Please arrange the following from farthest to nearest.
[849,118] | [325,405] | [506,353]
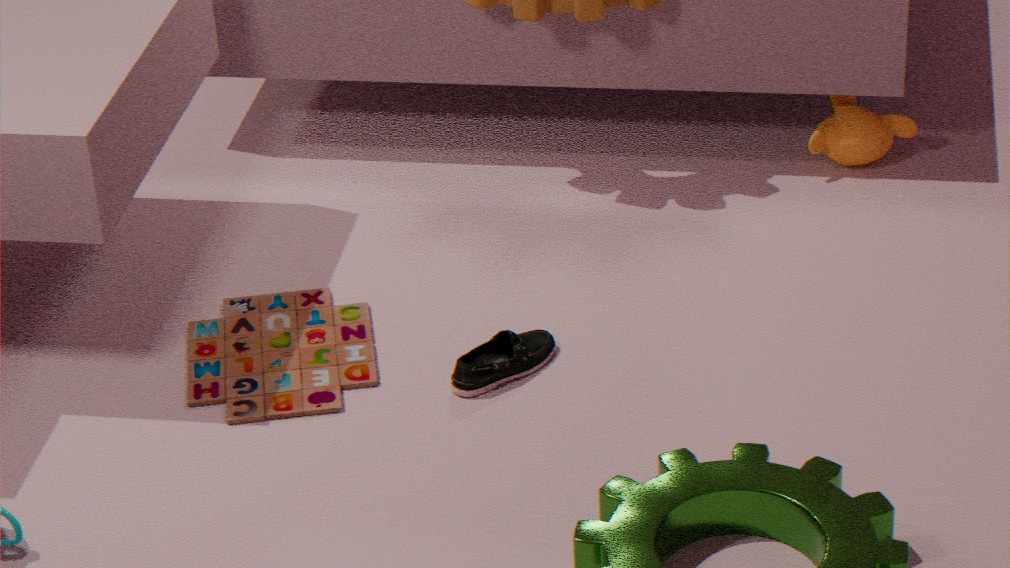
[849,118] → [506,353] → [325,405]
